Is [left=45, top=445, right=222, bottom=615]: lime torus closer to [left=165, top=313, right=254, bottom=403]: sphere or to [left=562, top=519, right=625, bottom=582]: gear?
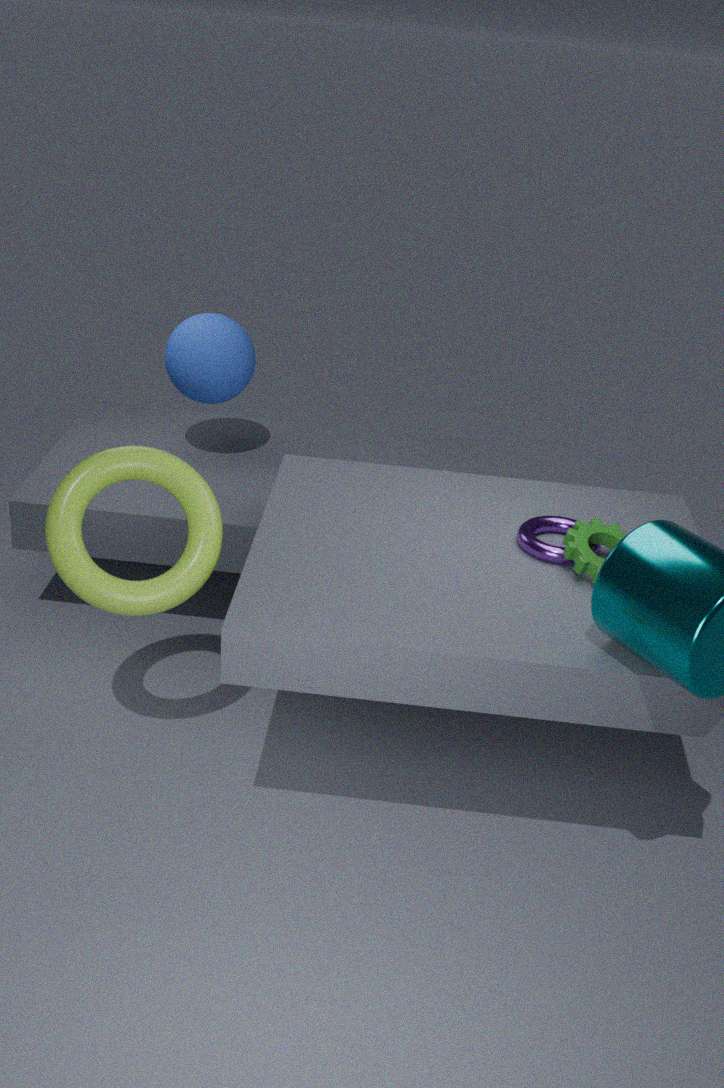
[left=165, top=313, right=254, bottom=403]: sphere
